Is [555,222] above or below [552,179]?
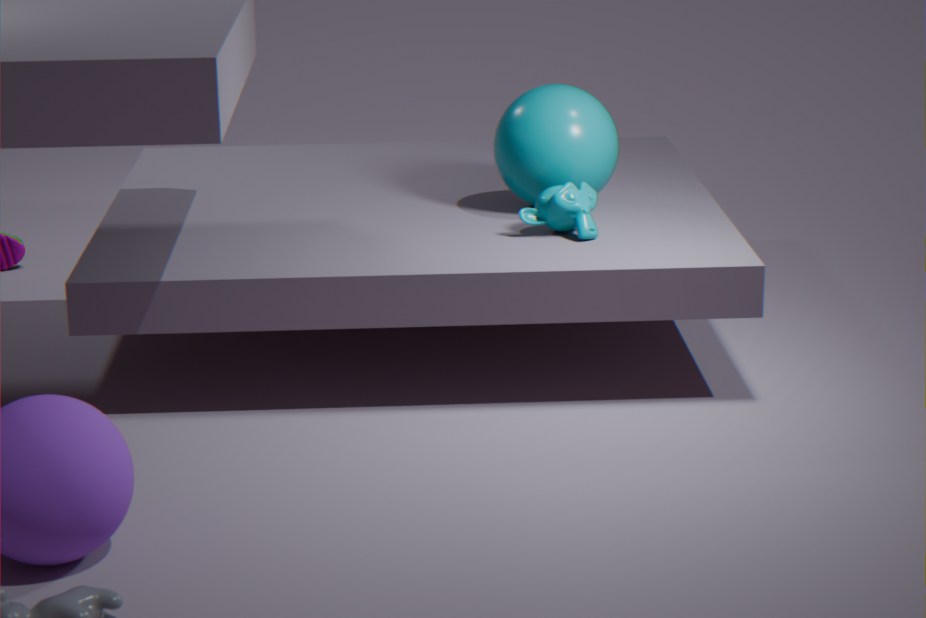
below
